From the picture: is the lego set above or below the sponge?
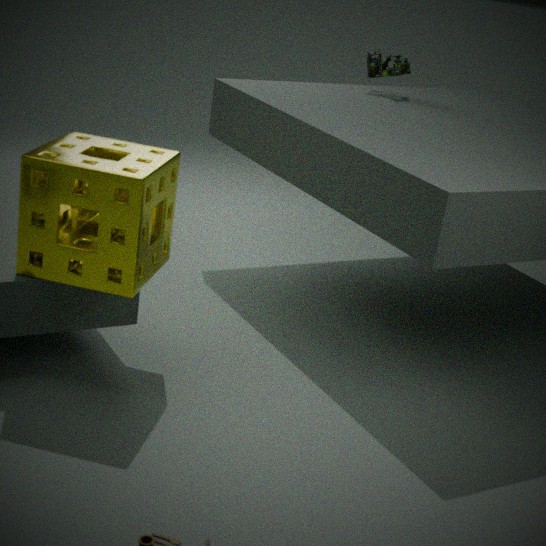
above
